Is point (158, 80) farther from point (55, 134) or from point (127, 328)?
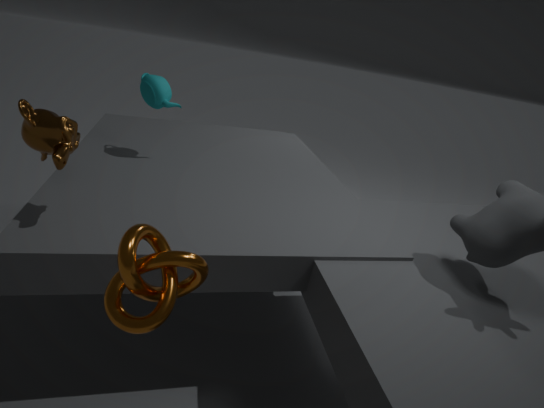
point (127, 328)
